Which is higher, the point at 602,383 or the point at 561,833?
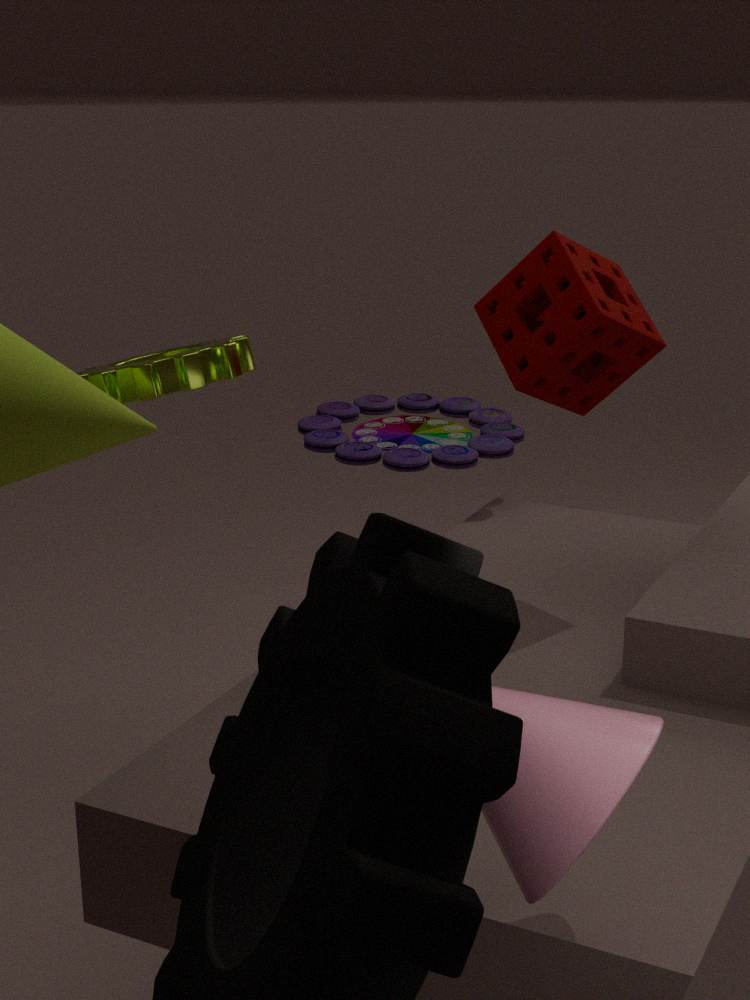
the point at 602,383
